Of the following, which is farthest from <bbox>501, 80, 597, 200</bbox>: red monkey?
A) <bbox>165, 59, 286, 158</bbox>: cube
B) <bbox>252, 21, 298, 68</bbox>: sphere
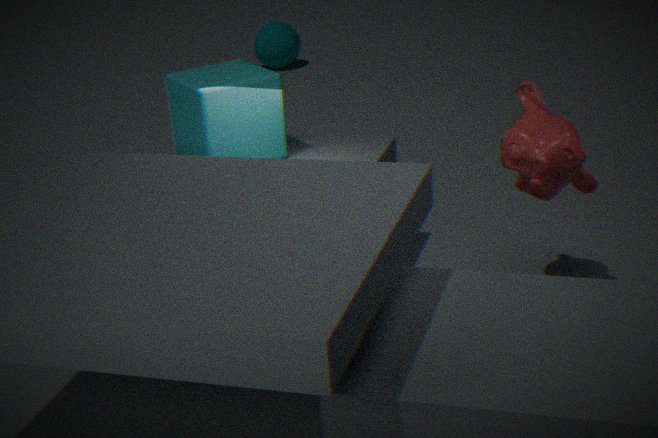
<bbox>252, 21, 298, 68</bbox>: sphere
